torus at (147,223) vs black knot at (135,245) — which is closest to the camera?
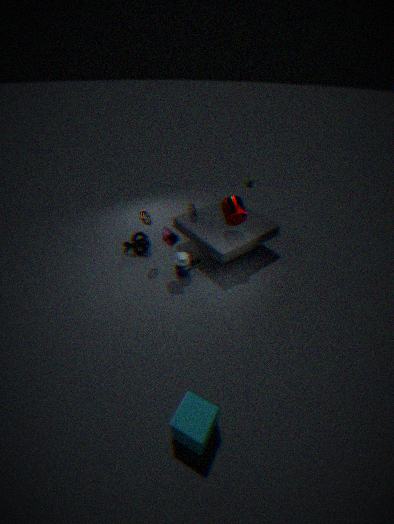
torus at (147,223)
